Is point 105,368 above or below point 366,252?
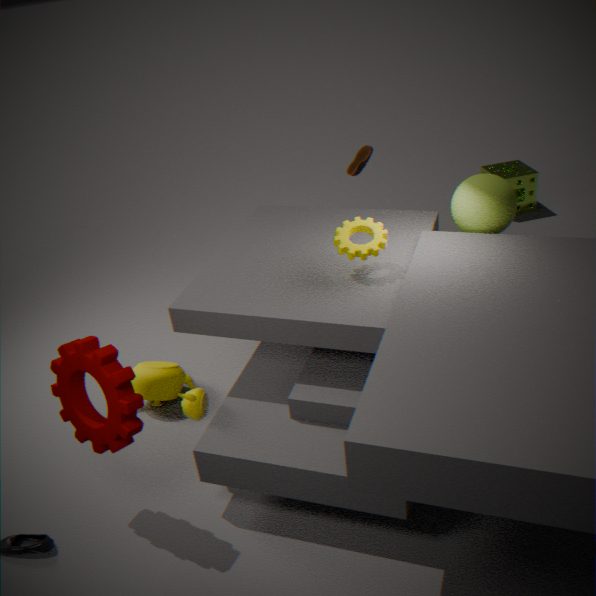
below
